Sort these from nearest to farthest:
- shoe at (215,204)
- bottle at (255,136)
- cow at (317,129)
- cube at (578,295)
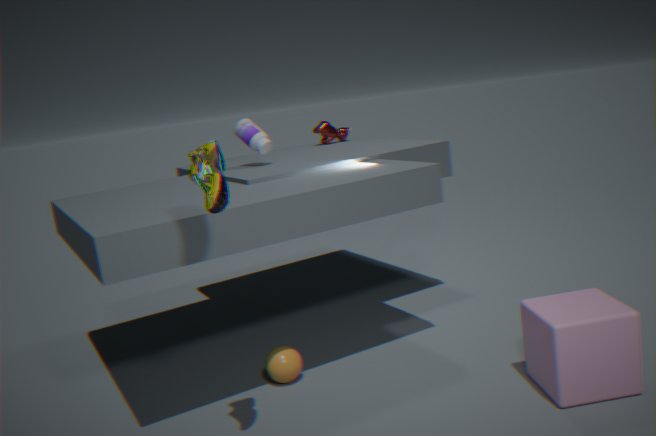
shoe at (215,204) < cube at (578,295) < bottle at (255,136) < cow at (317,129)
